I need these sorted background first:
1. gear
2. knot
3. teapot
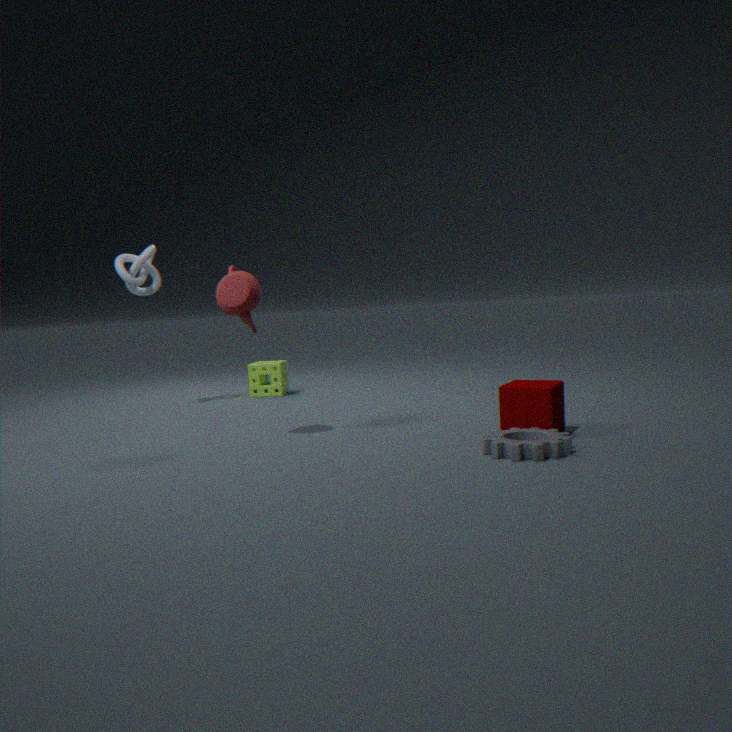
knot → teapot → gear
